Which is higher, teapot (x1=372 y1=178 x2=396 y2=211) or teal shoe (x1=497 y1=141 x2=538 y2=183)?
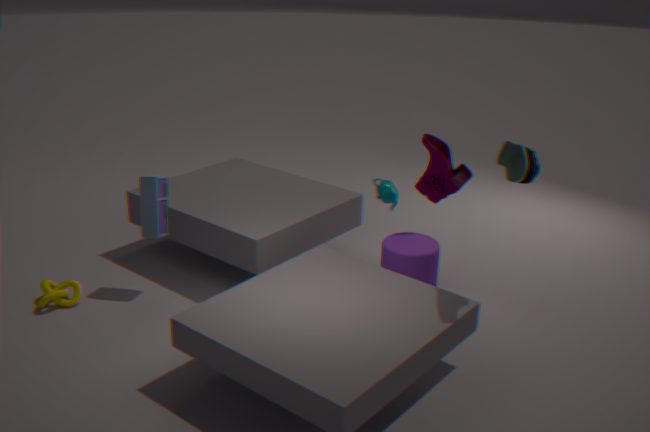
teal shoe (x1=497 y1=141 x2=538 y2=183)
